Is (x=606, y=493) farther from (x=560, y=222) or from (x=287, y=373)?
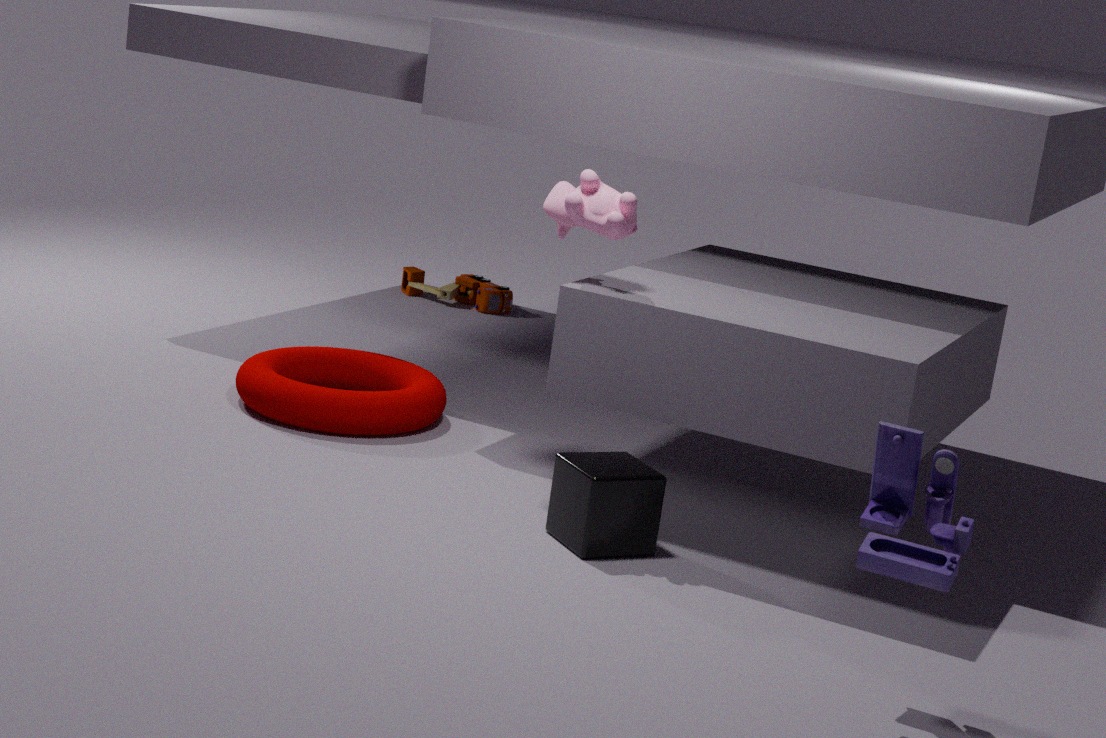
(x=287, y=373)
